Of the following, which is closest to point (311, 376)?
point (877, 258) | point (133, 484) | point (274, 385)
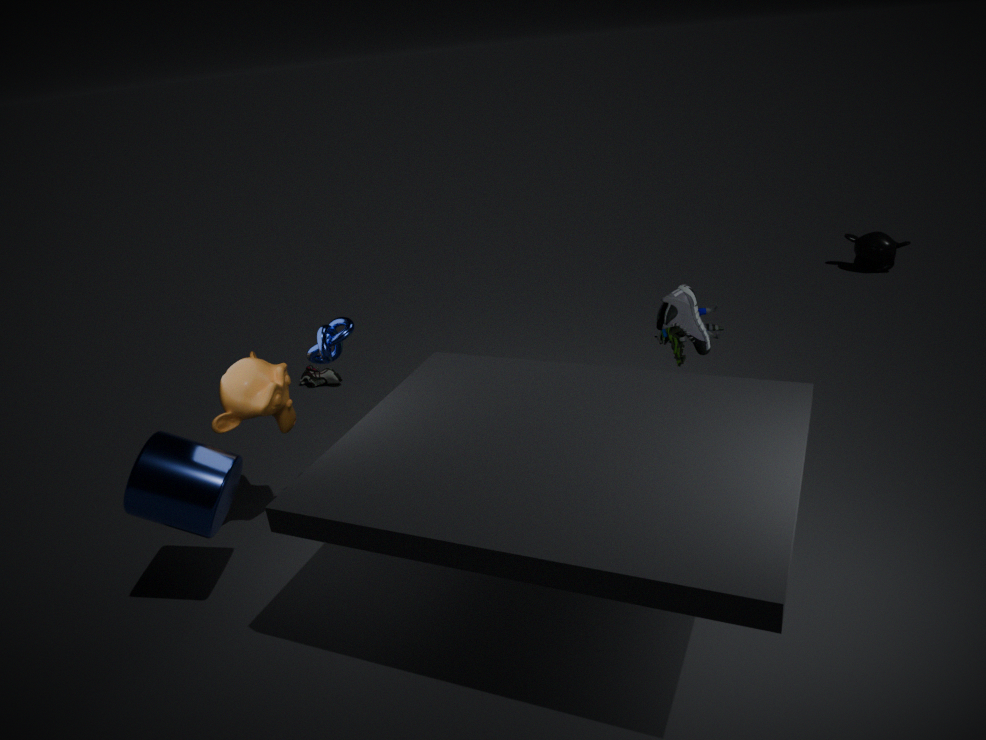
point (274, 385)
